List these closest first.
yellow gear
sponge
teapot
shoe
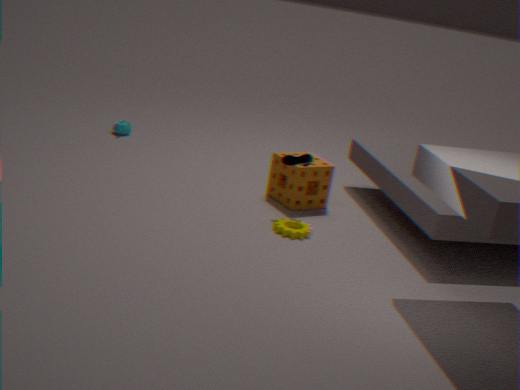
yellow gear
shoe
sponge
teapot
